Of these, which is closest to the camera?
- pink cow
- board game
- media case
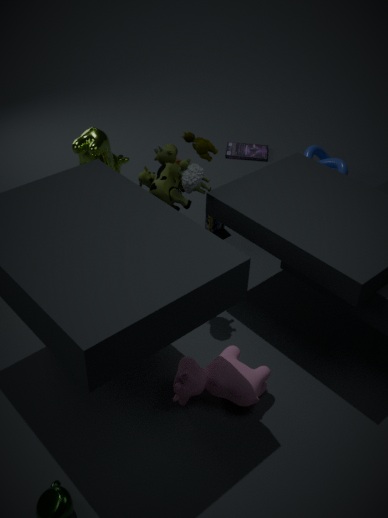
pink cow
